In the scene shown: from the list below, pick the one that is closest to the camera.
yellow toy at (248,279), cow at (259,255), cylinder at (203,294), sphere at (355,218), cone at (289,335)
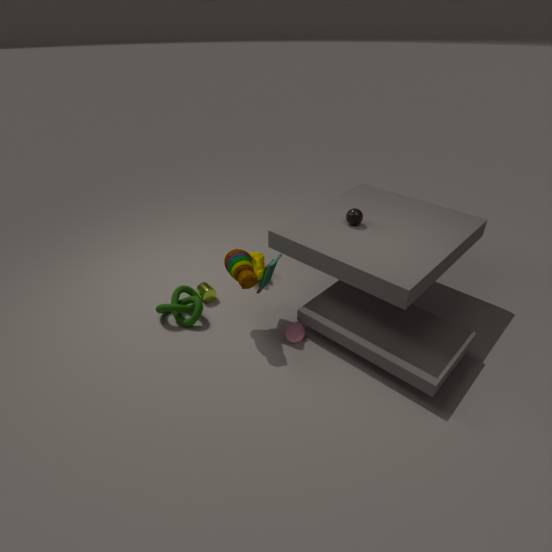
yellow toy at (248,279)
